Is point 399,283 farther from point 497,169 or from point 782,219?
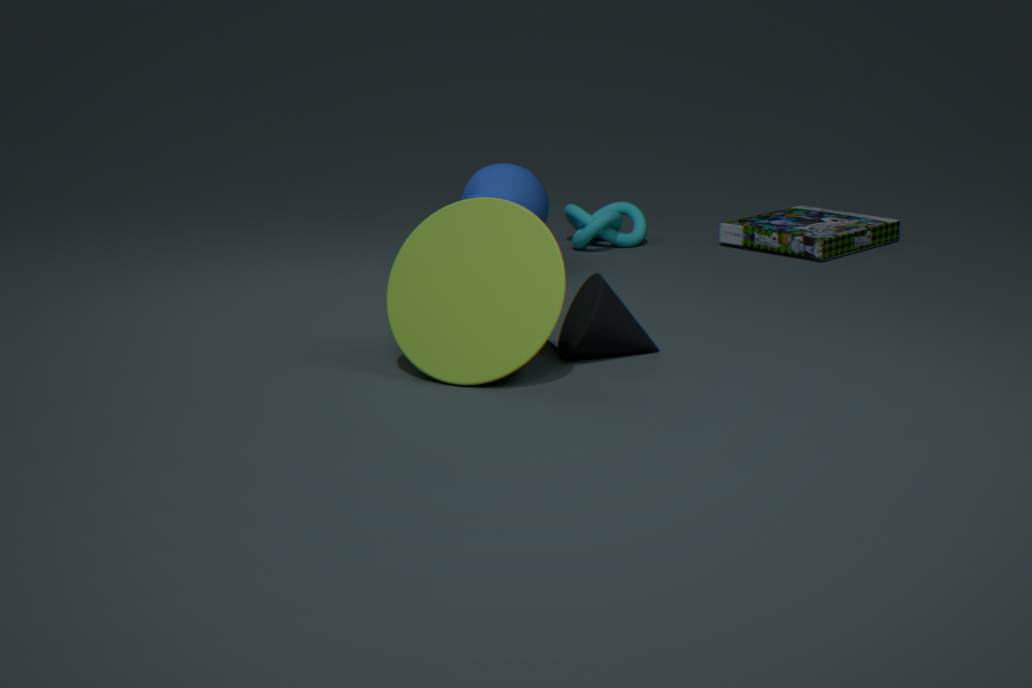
point 782,219
